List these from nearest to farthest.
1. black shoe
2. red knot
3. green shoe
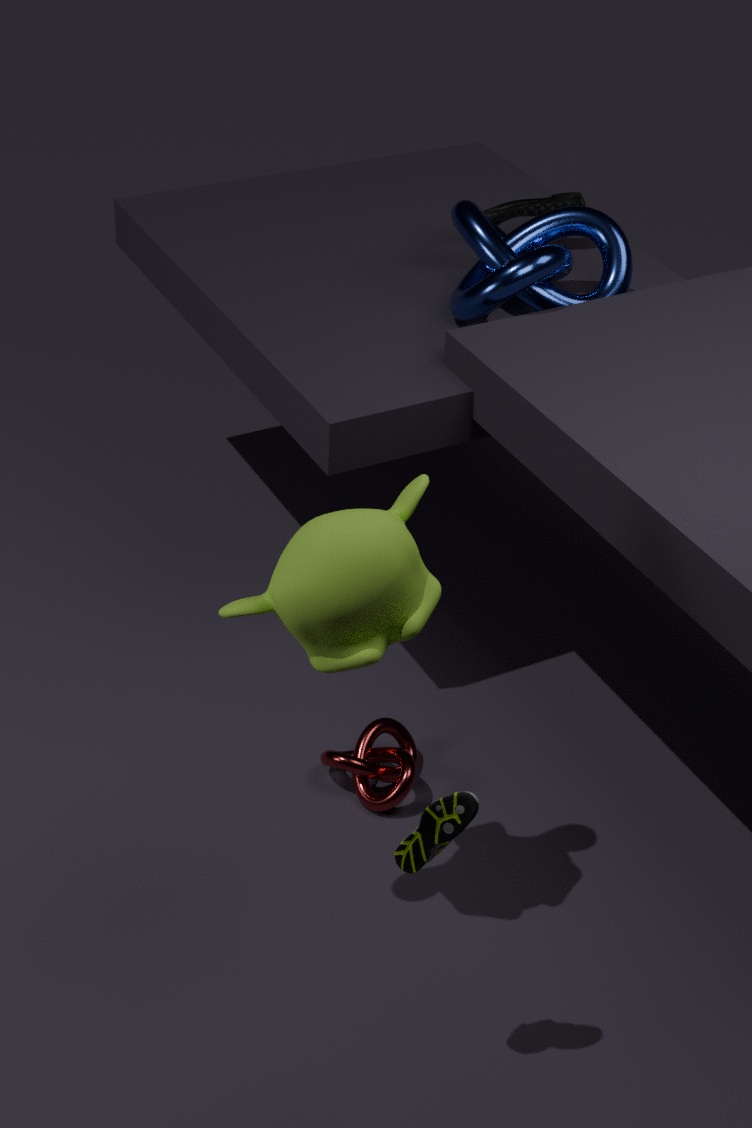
green shoe < red knot < black shoe
